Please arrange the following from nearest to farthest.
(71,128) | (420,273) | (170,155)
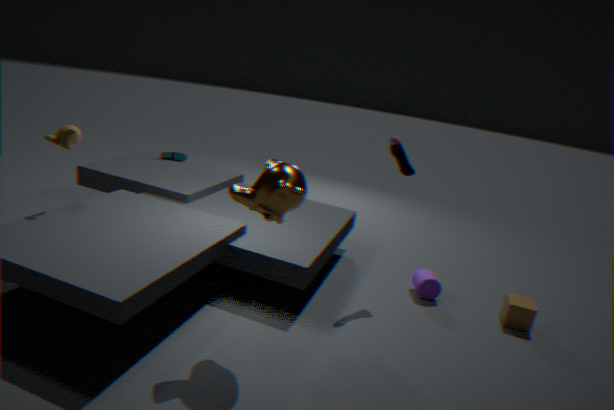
(71,128) → (420,273) → (170,155)
